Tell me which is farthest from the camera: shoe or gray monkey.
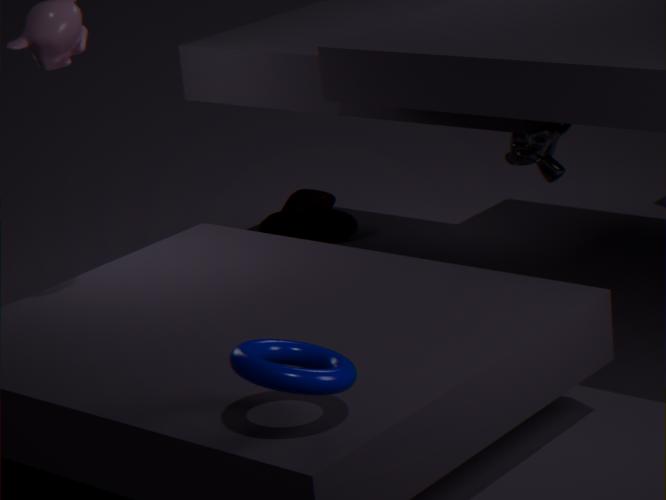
shoe
